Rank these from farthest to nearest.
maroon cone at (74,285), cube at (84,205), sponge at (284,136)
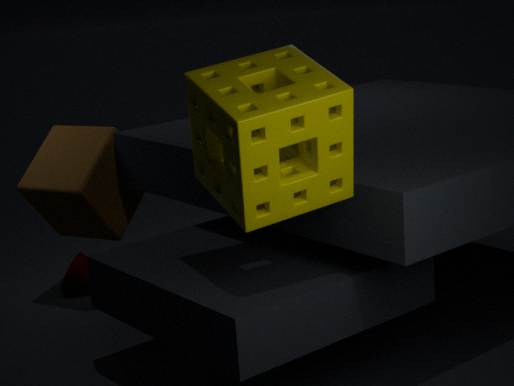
maroon cone at (74,285)
cube at (84,205)
sponge at (284,136)
